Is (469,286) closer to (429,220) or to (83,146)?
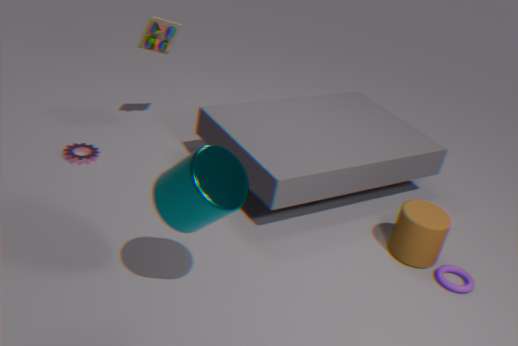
(429,220)
